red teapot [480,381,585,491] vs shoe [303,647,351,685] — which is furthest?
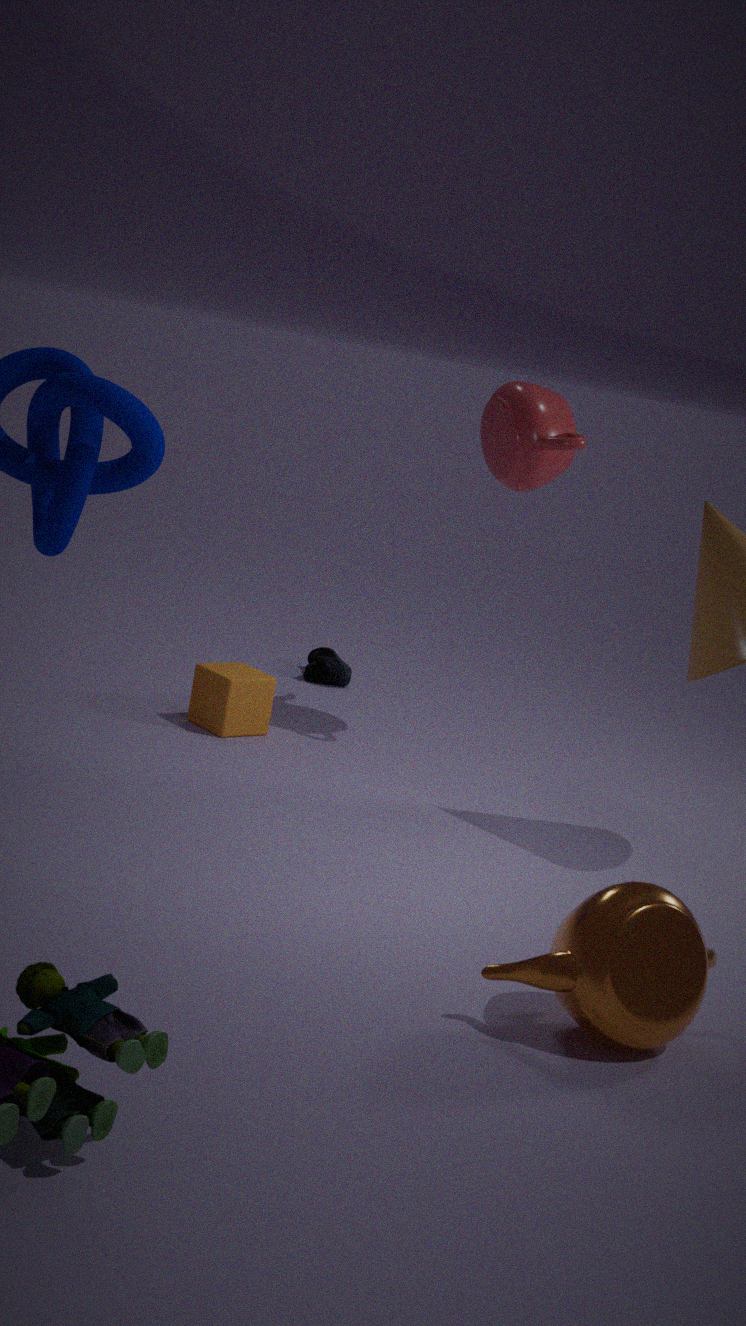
shoe [303,647,351,685]
